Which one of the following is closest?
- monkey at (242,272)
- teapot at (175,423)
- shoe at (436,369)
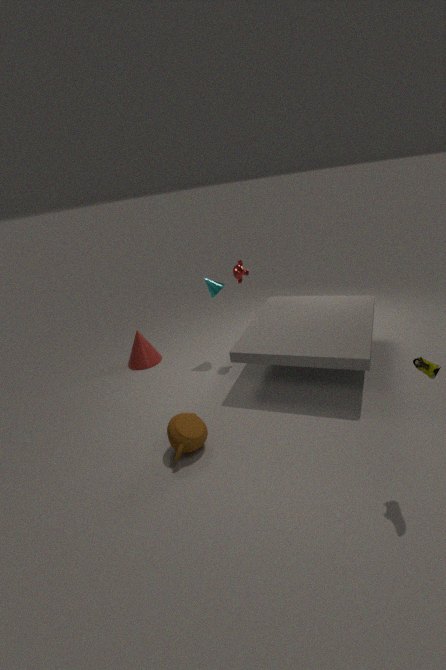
shoe at (436,369)
